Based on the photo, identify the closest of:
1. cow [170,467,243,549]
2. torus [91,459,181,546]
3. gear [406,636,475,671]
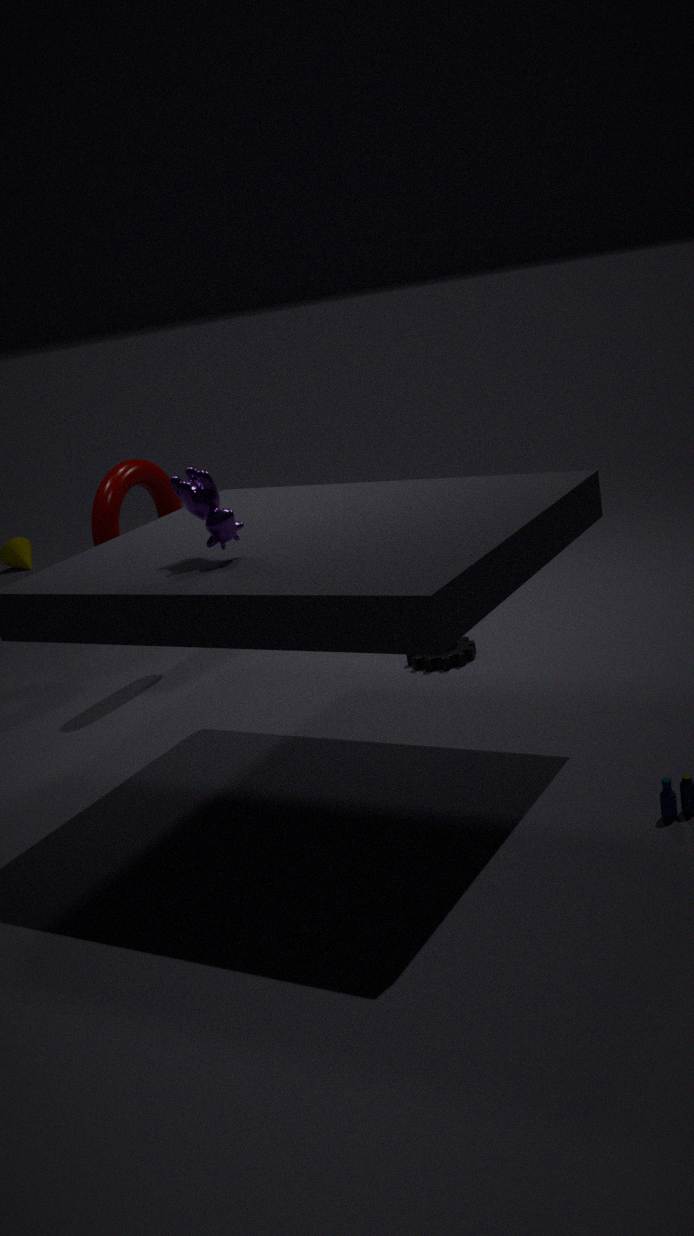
cow [170,467,243,549]
